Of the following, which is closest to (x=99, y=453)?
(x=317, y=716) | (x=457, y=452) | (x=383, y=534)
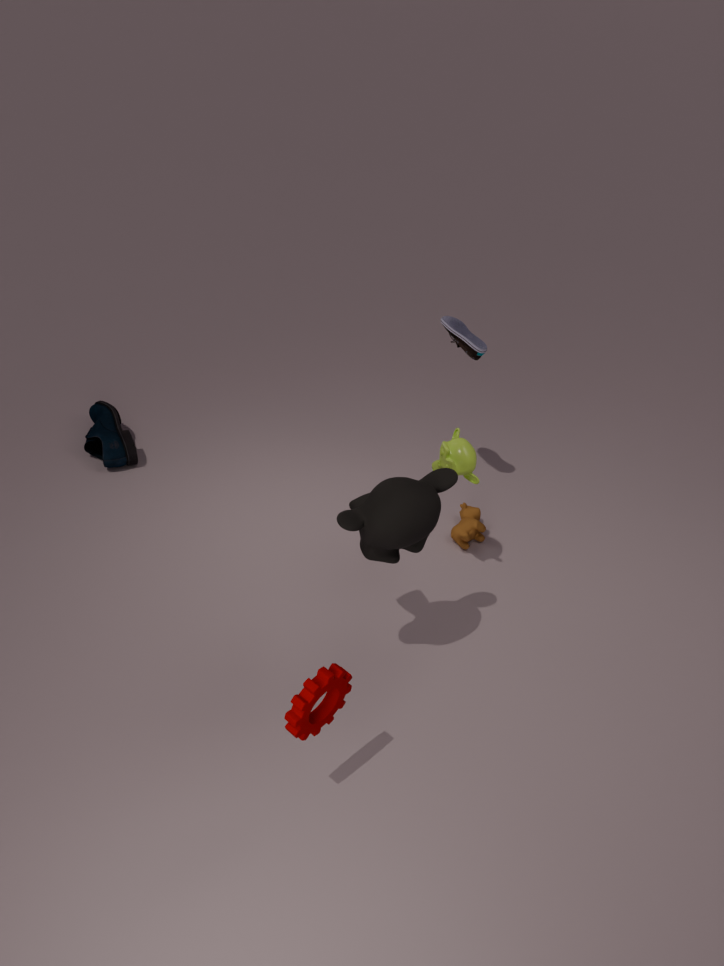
(x=457, y=452)
